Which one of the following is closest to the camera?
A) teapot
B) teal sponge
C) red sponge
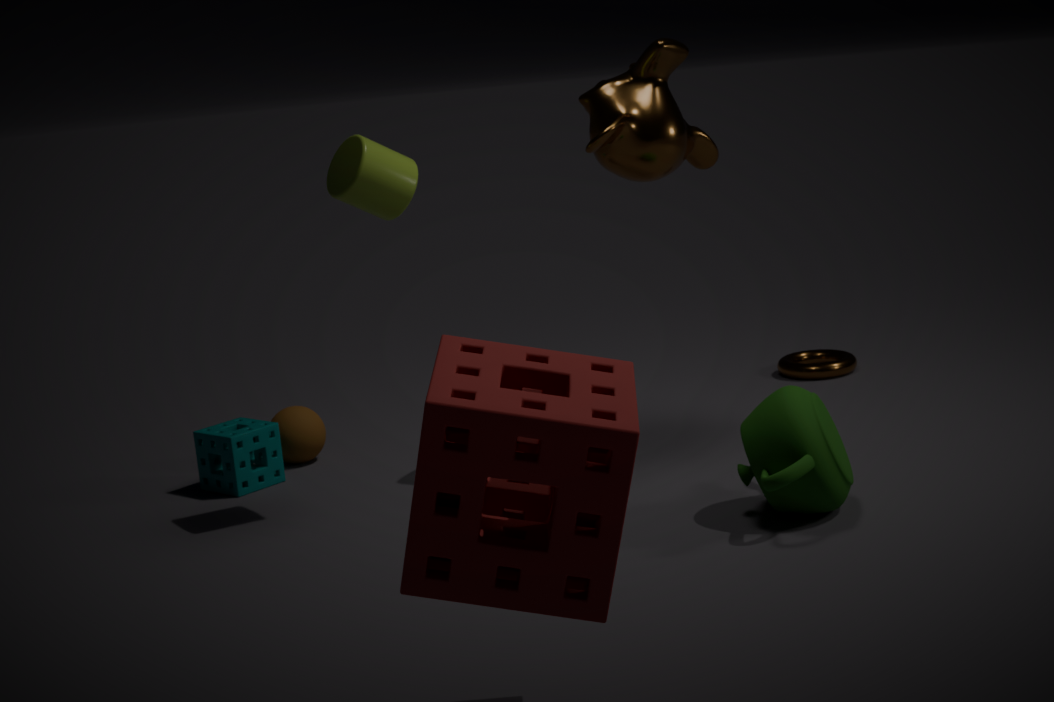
red sponge
